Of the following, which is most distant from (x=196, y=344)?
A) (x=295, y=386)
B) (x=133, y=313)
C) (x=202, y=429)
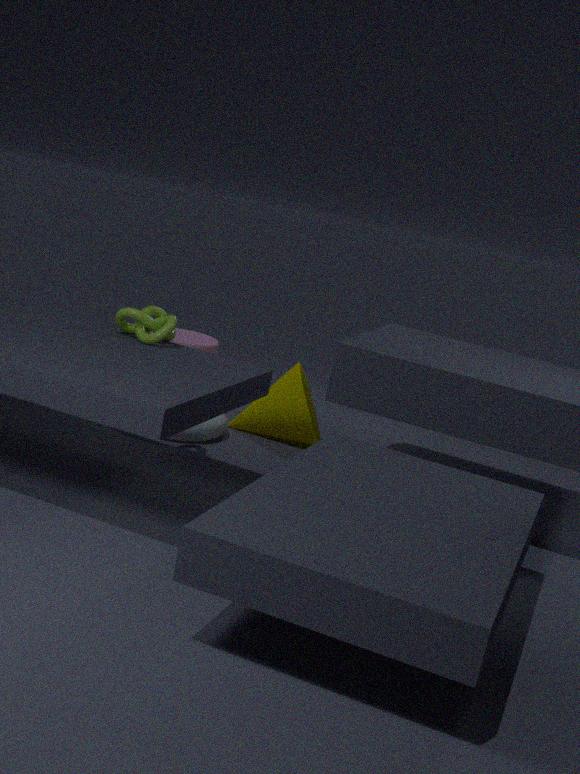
(x=133, y=313)
